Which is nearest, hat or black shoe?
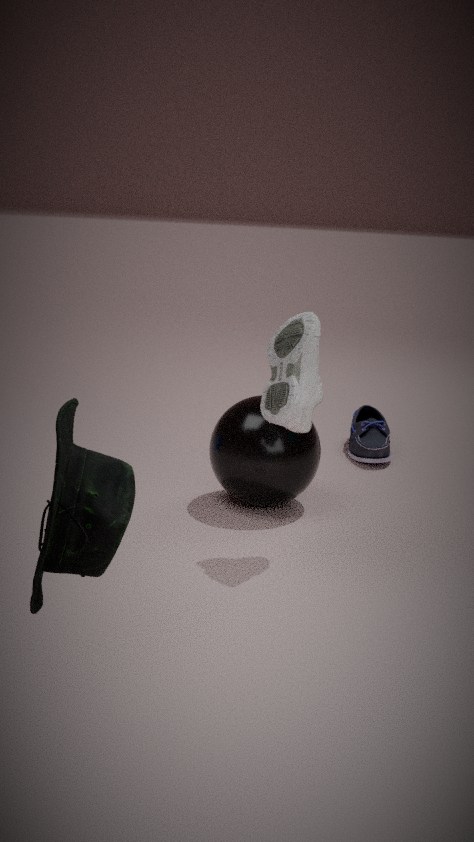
hat
